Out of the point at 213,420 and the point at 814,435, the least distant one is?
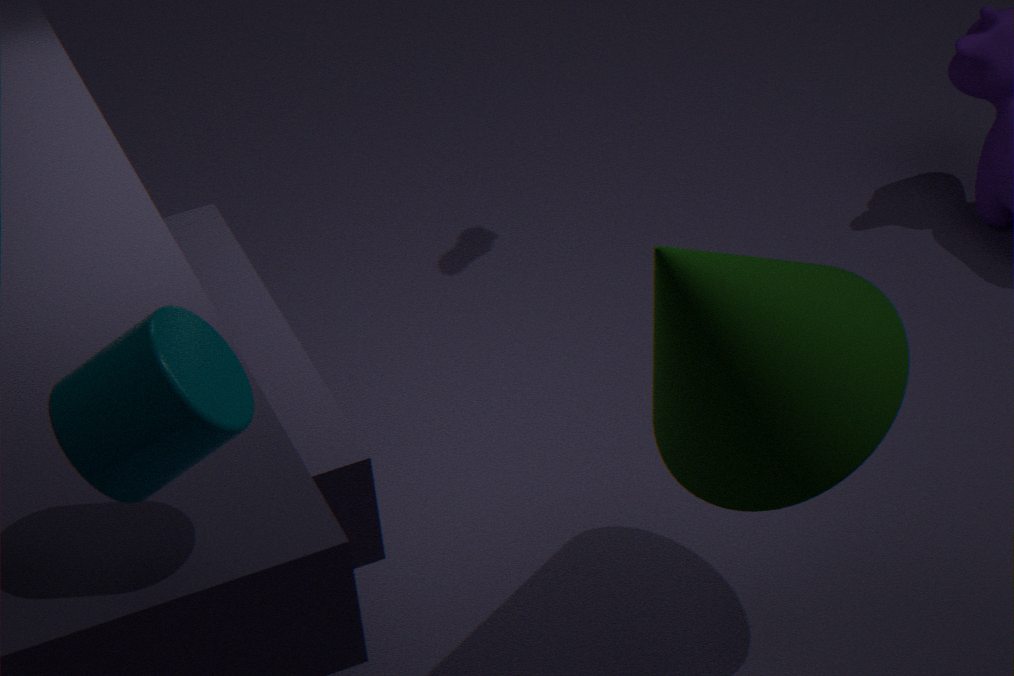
the point at 213,420
